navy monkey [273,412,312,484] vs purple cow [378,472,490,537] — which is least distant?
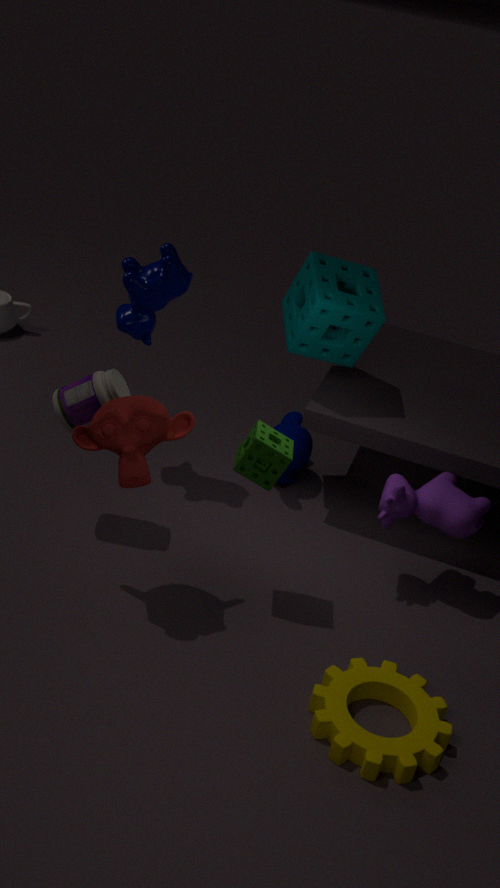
purple cow [378,472,490,537]
